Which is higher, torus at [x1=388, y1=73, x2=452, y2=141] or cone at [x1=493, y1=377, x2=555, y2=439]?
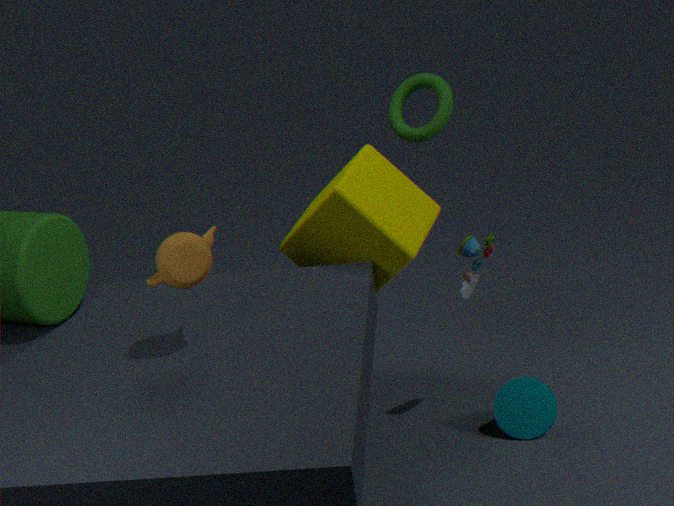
torus at [x1=388, y1=73, x2=452, y2=141]
